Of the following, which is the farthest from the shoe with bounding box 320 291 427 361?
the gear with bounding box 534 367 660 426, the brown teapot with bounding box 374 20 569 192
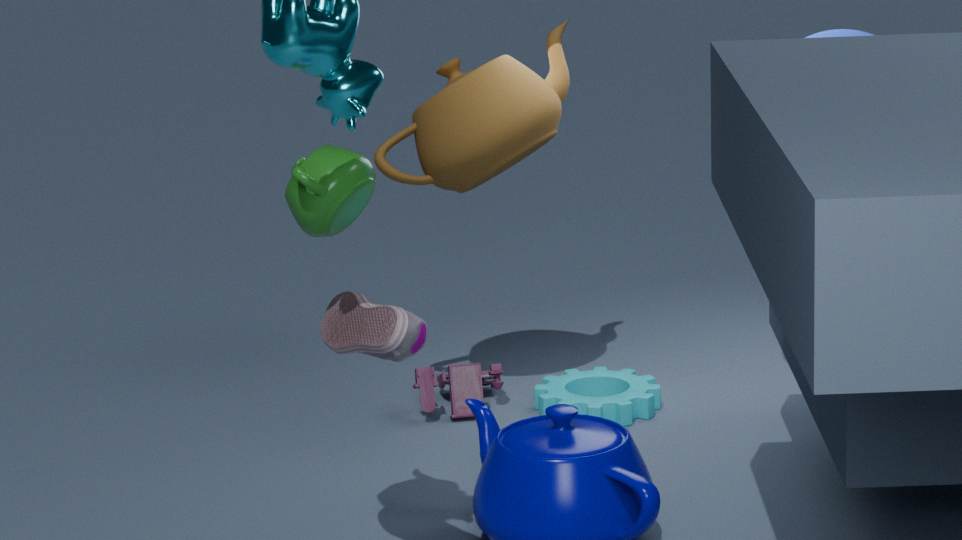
the gear with bounding box 534 367 660 426
